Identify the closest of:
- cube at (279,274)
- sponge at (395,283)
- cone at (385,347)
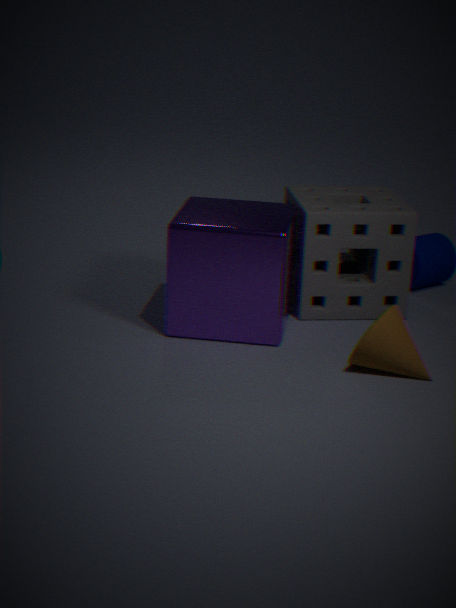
cone at (385,347)
